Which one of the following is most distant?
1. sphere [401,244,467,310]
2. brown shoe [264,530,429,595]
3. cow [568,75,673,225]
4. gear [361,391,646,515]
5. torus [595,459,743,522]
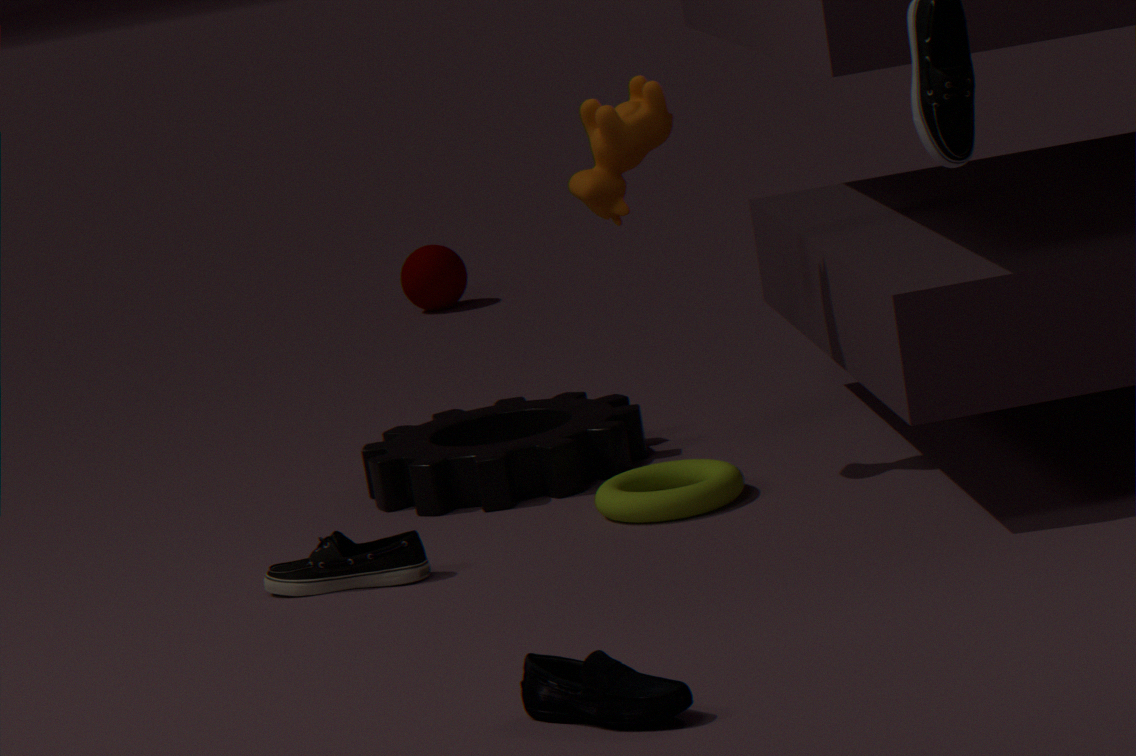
sphere [401,244,467,310]
